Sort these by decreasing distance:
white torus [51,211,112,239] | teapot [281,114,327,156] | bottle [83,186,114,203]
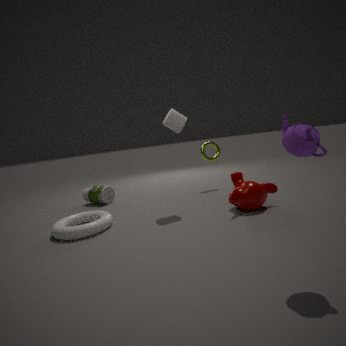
bottle [83,186,114,203] < white torus [51,211,112,239] < teapot [281,114,327,156]
